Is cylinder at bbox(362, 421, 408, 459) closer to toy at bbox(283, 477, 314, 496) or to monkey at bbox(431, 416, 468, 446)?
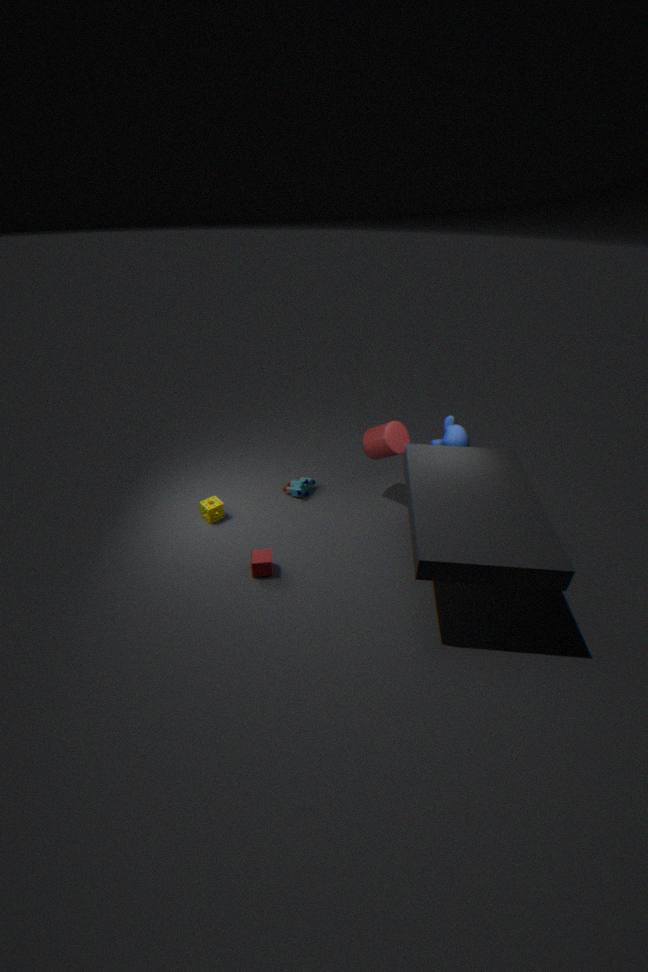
monkey at bbox(431, 416, 468, 446)
